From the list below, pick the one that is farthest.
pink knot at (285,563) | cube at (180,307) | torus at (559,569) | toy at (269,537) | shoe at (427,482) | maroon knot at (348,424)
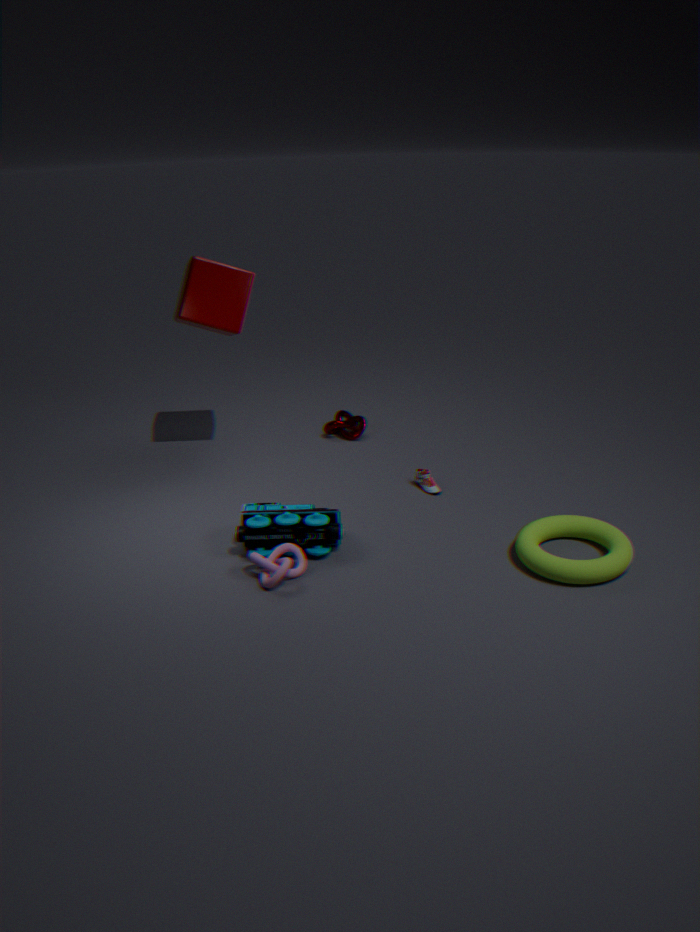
maroon knot at (348,424)
